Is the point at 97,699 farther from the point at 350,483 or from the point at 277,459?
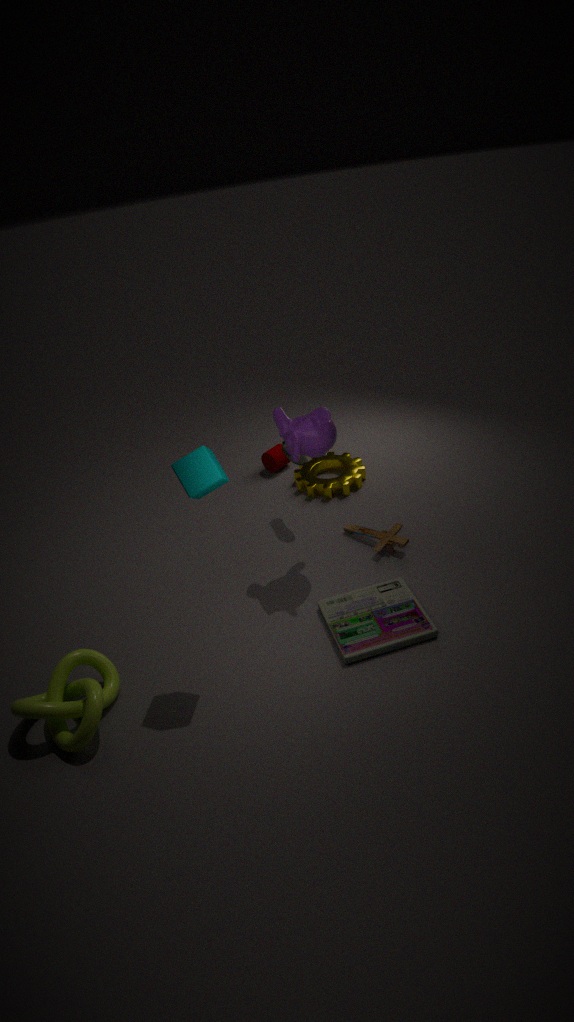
the point at 277,459
